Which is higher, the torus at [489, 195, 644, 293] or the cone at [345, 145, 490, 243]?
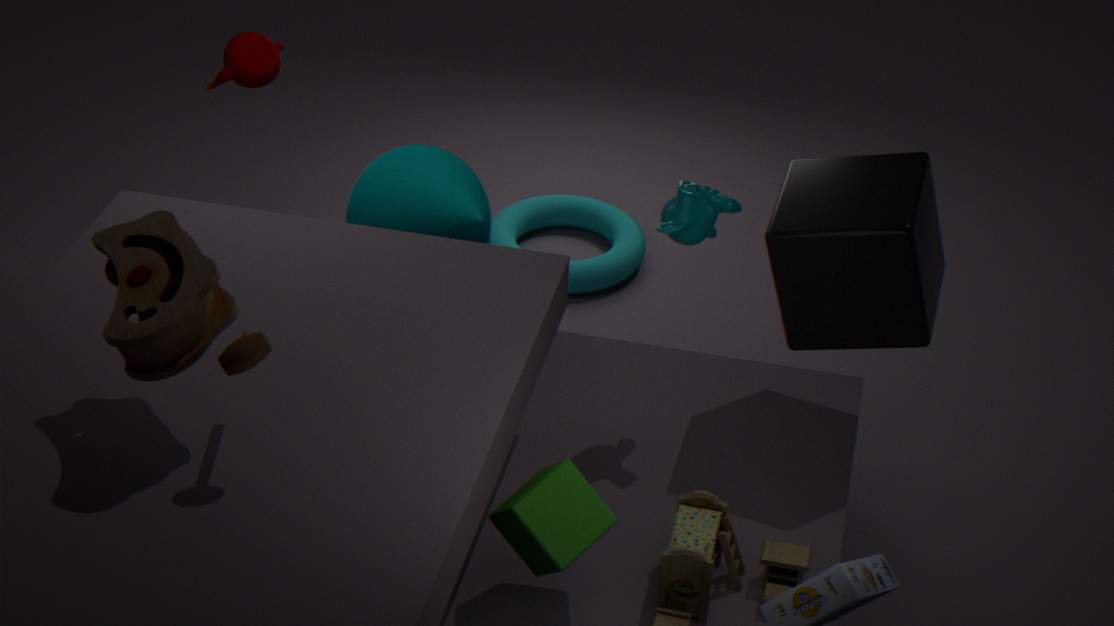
the cone at [345, 145, 490, 243]
